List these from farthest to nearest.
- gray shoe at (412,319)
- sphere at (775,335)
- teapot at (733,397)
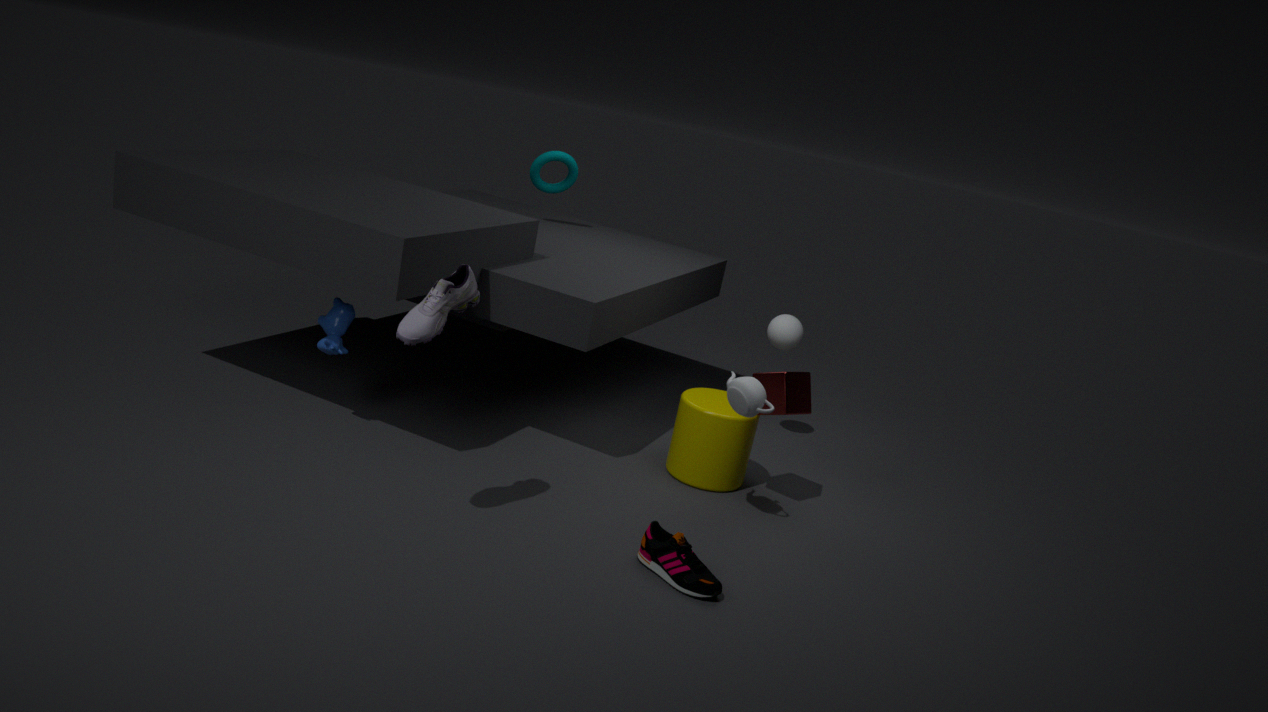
sphere at (775,335) < teapot at (733,397) < gray shoe at (412,319)
